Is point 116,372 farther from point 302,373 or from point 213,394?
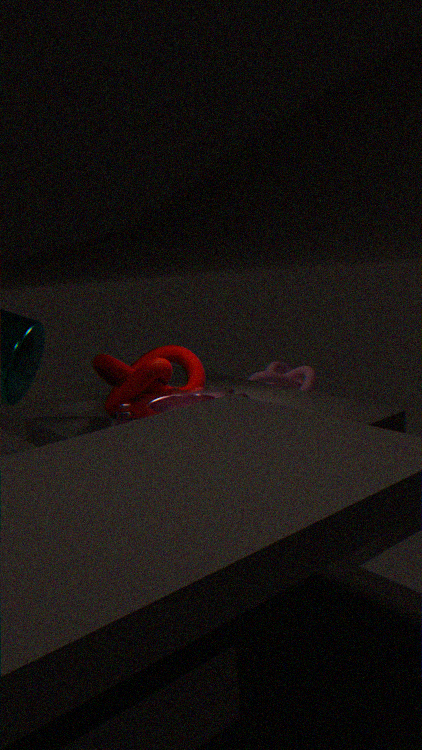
point 302,373
